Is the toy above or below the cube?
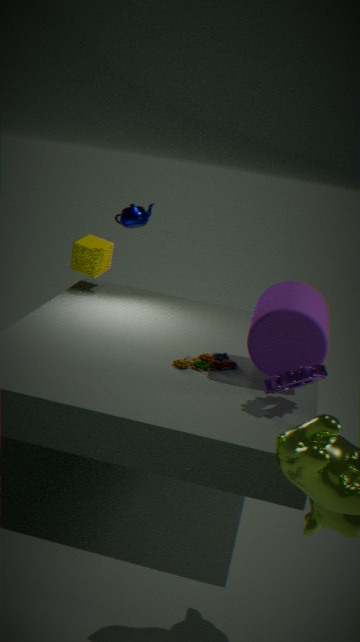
below
